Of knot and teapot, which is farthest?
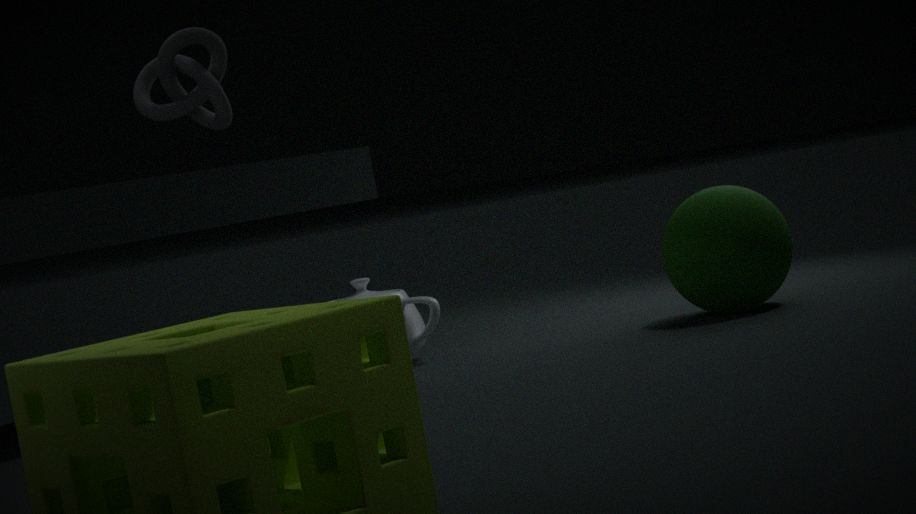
teapot
